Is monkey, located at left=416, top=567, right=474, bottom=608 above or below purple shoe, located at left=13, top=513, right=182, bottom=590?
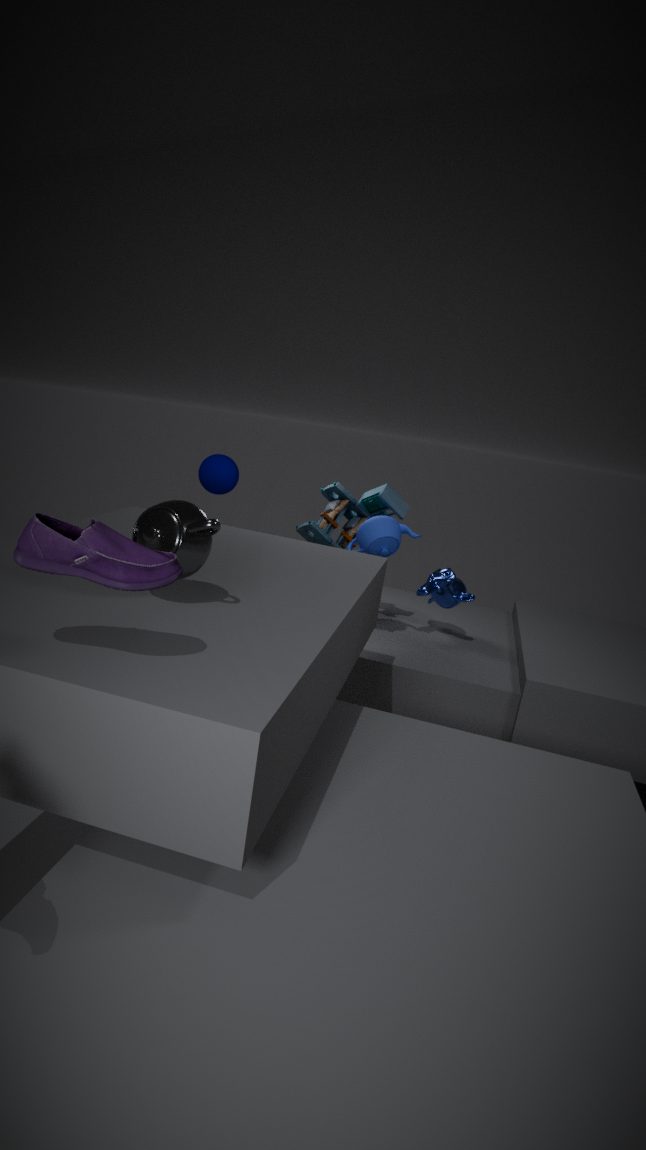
below
